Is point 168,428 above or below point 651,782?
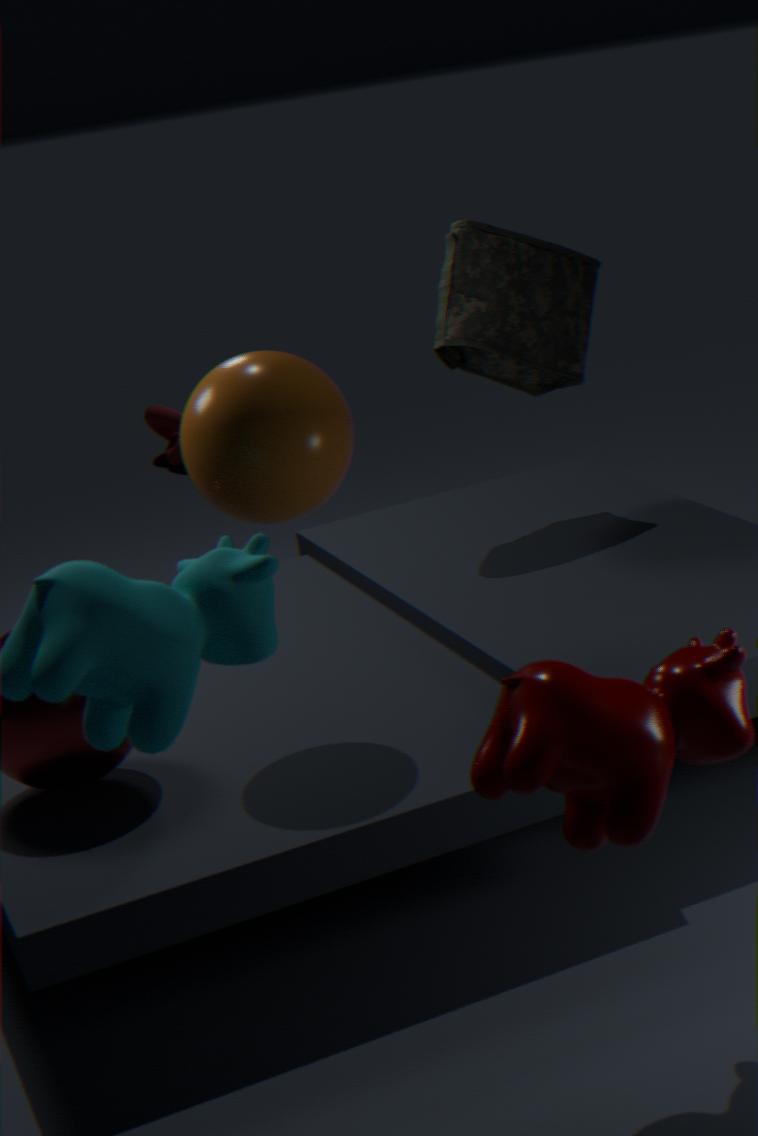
below
